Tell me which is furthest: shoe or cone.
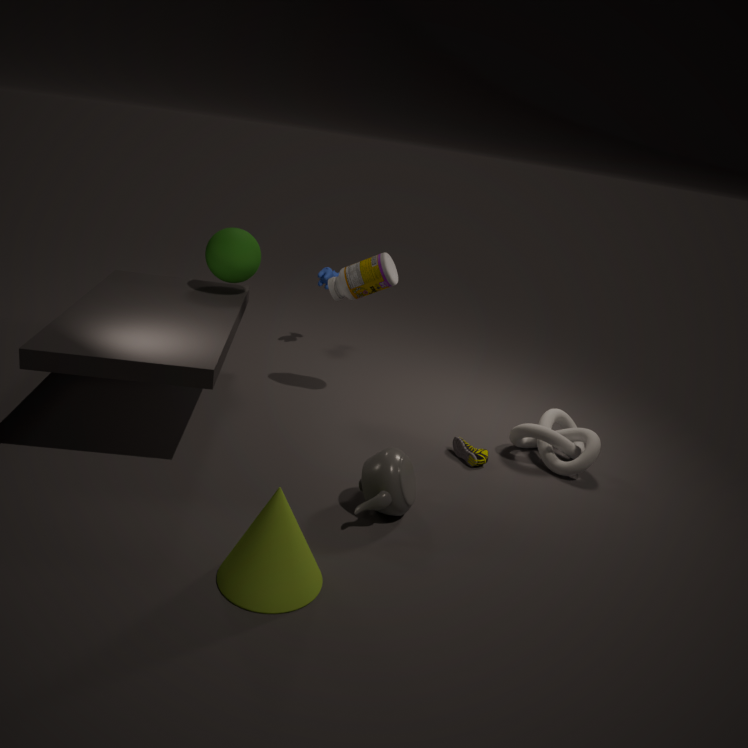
shoe
